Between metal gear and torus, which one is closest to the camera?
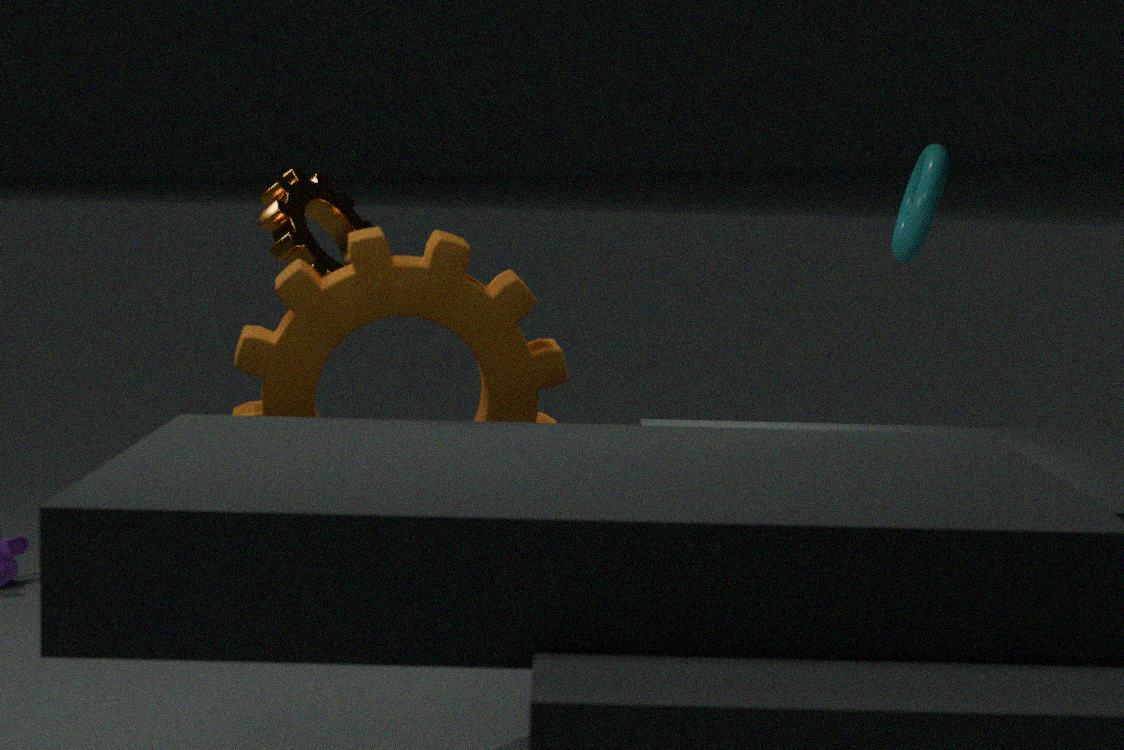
metal gear
